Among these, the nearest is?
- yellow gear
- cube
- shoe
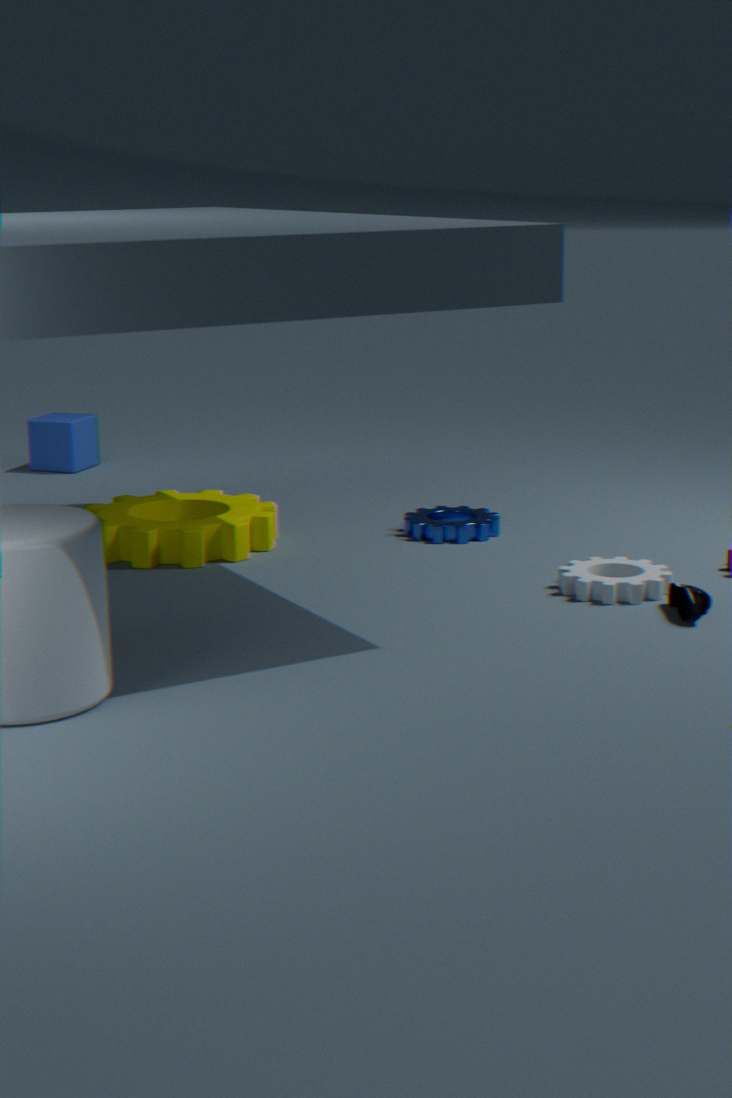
shoe
